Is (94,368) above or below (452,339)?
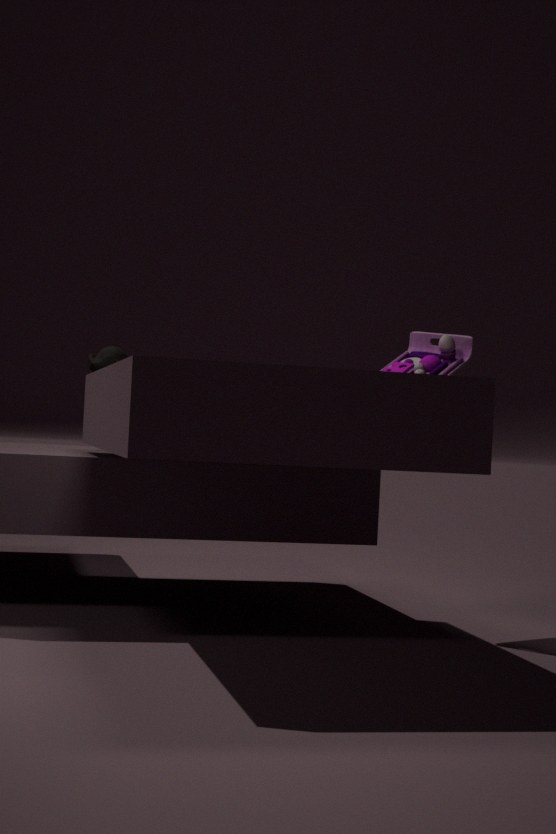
below
